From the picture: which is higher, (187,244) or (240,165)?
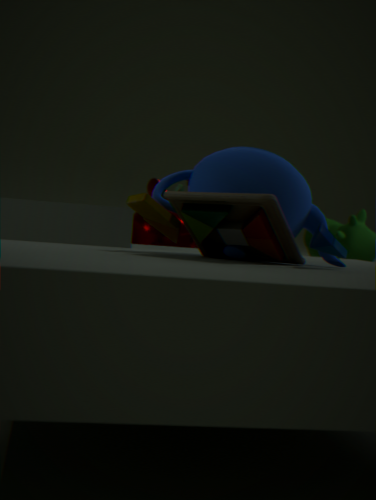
(240,165)
